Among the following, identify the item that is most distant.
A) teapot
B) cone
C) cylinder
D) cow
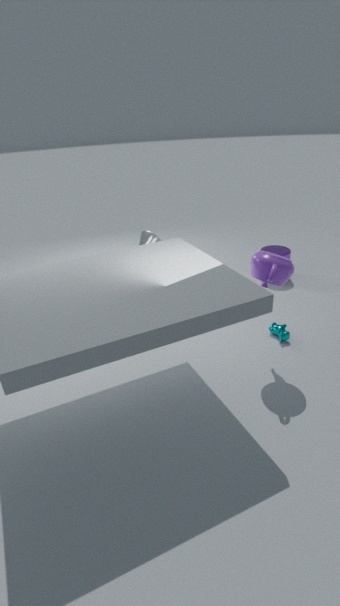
cone
